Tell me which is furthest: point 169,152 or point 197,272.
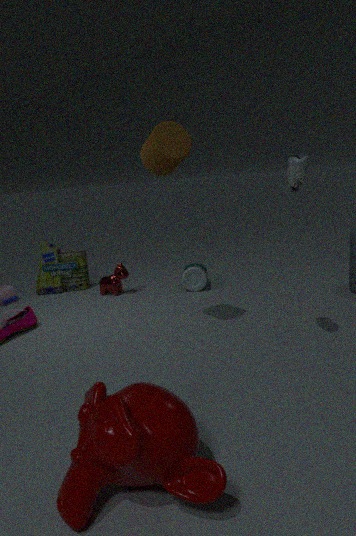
point 197,272
